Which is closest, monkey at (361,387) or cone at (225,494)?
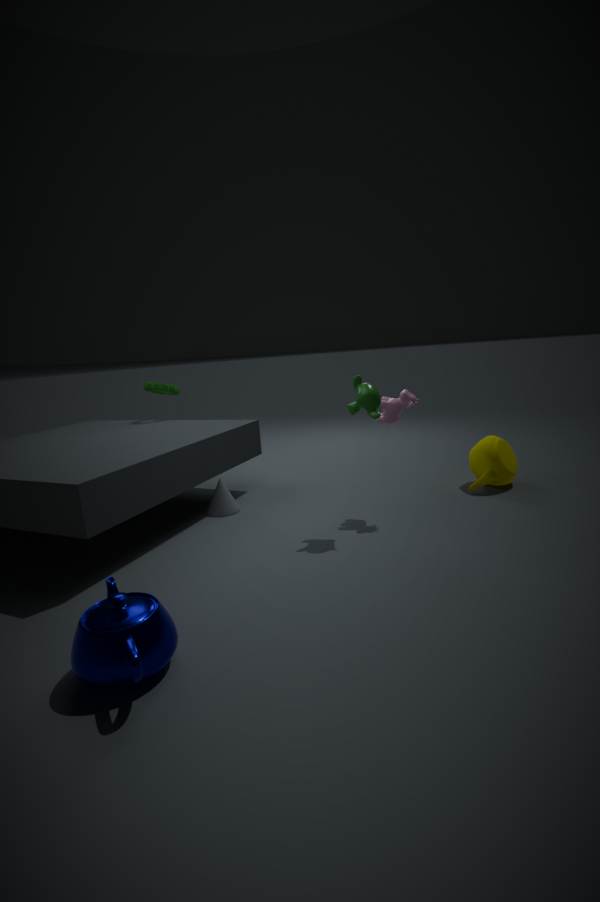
monkey at (361,387)
